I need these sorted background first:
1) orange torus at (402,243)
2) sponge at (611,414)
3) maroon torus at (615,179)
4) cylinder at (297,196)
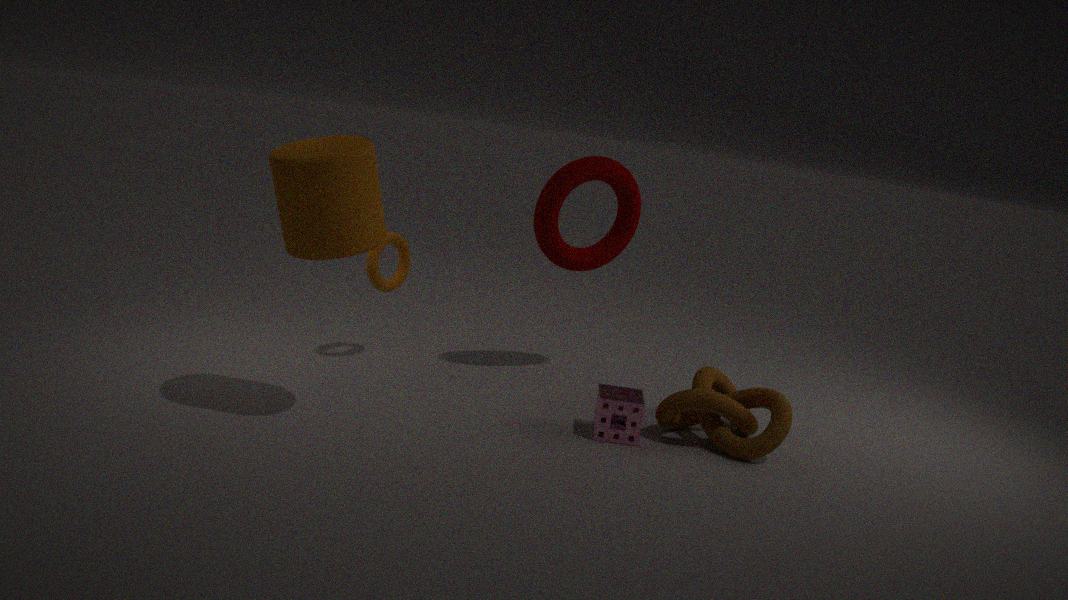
1. orange torus at (402,243)
3. maroon torus at (615,179)
2. sponge at (611,414)
4. cylinder at (297,196)
